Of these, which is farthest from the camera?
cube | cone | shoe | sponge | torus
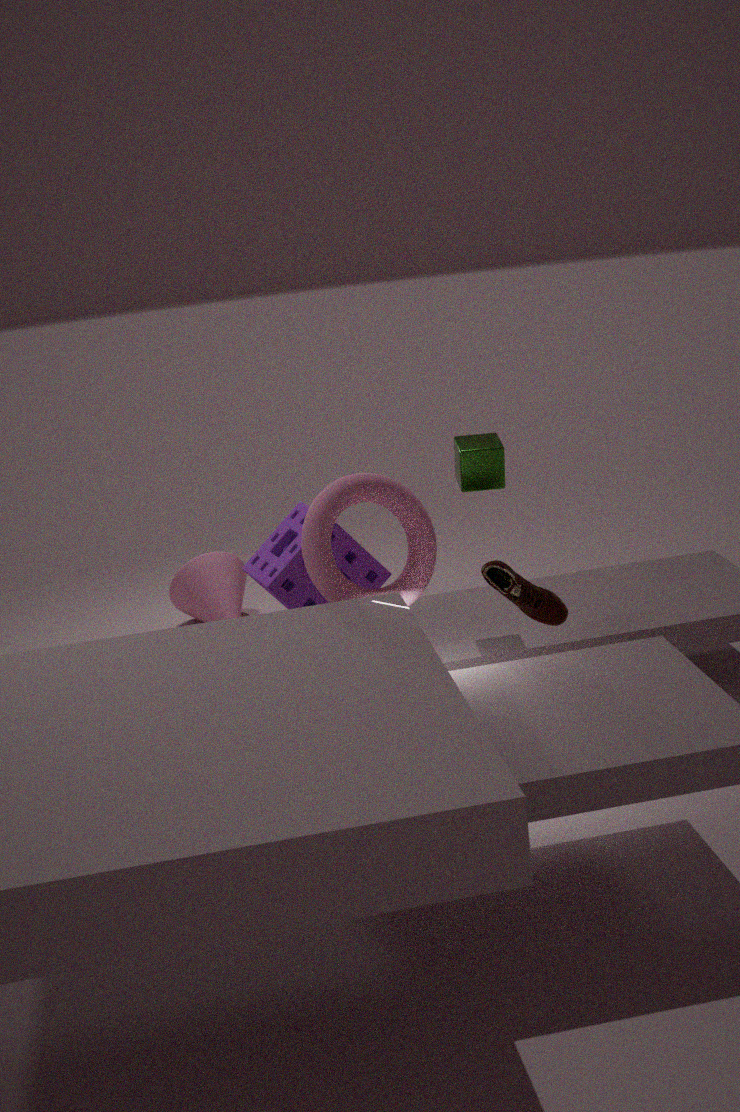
cone
